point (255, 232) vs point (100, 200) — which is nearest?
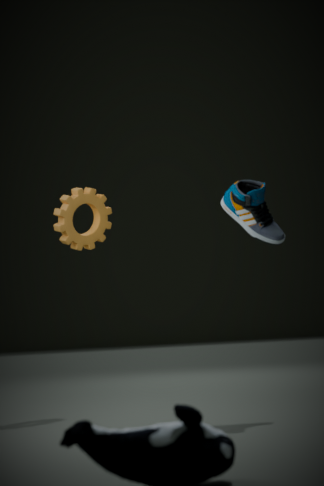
point (255, 232)
